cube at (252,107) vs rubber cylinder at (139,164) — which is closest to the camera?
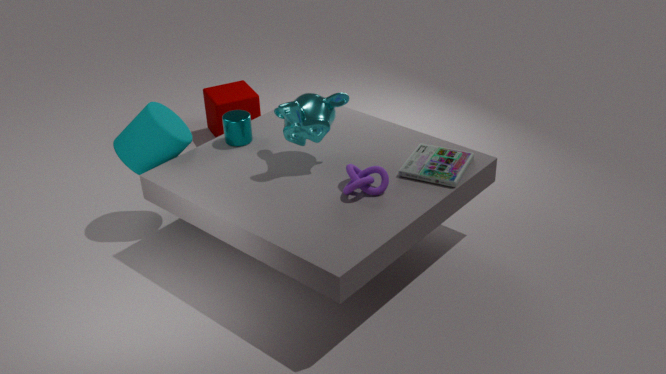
rubber cylinder at (139,164)
